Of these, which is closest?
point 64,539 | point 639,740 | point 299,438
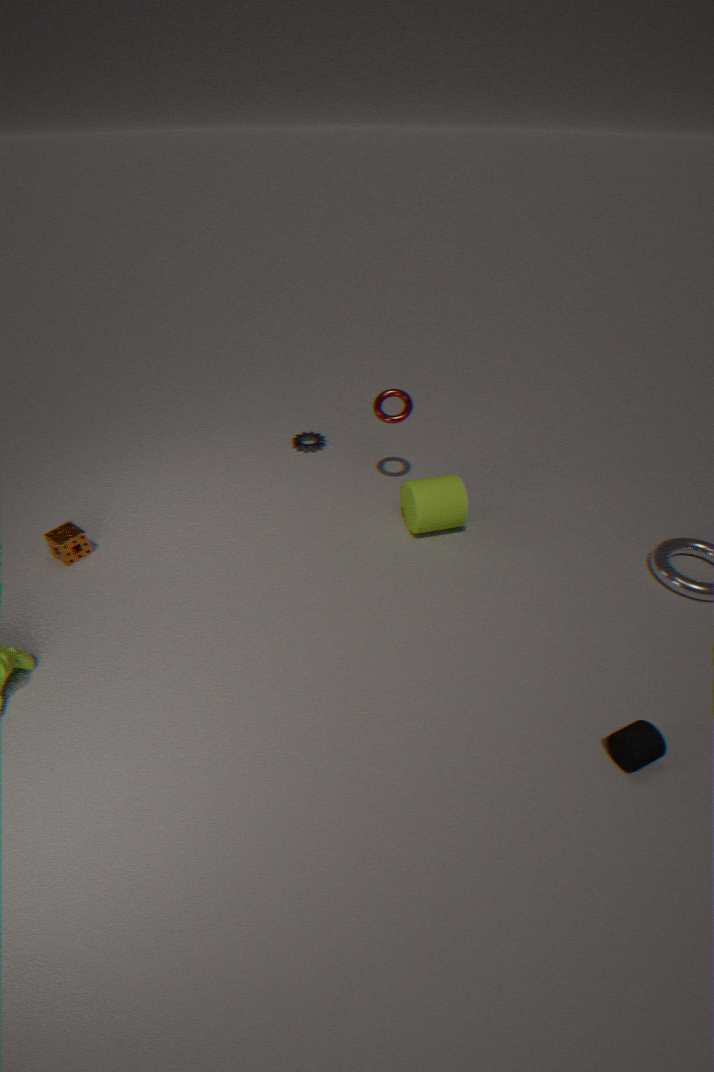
point 639,740
